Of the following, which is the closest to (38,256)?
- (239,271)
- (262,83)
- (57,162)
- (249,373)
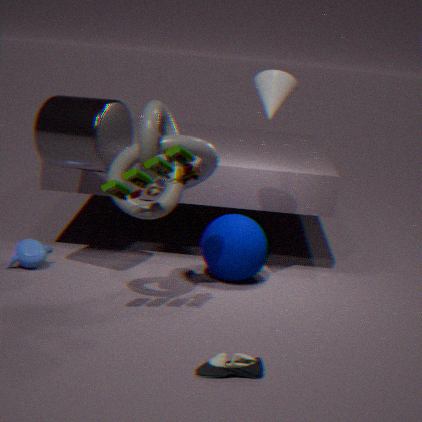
(57,162)
